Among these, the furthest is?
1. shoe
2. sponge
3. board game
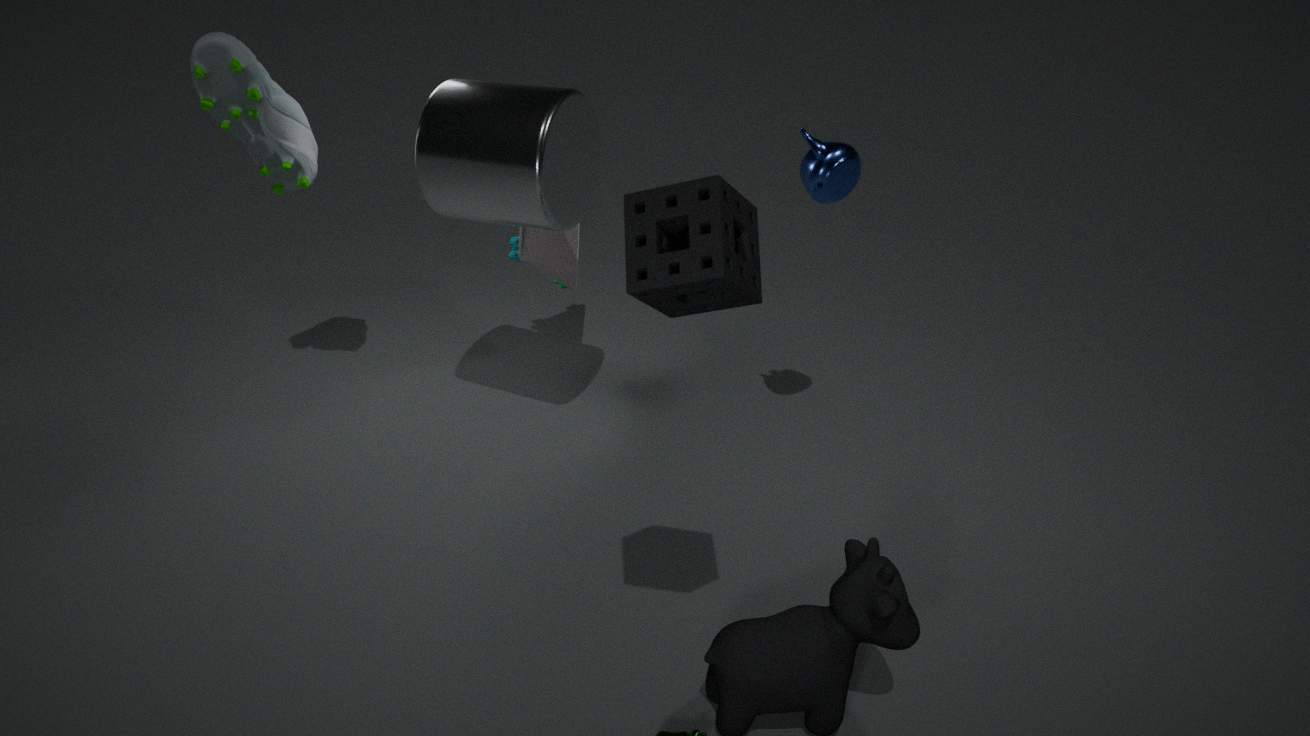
board game
